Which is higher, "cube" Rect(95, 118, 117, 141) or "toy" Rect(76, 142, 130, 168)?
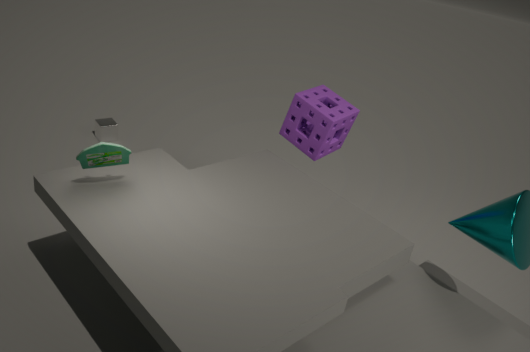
"toy" Rect(76, 142, 130, 168)
